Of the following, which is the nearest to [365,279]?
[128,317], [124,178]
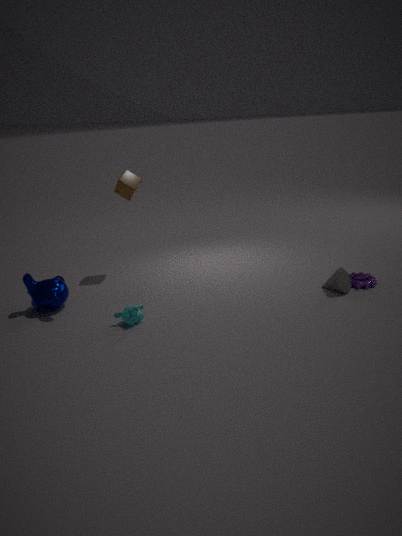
[128,317]
